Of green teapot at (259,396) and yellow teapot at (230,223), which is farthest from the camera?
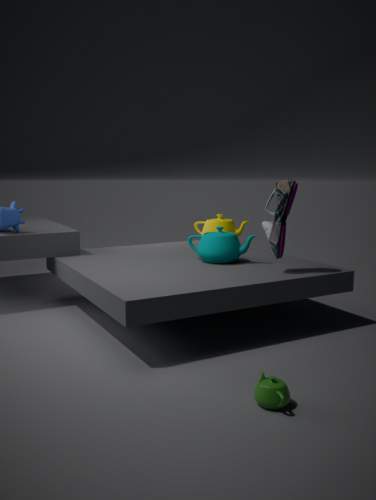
yellow teapot at (230,223)
